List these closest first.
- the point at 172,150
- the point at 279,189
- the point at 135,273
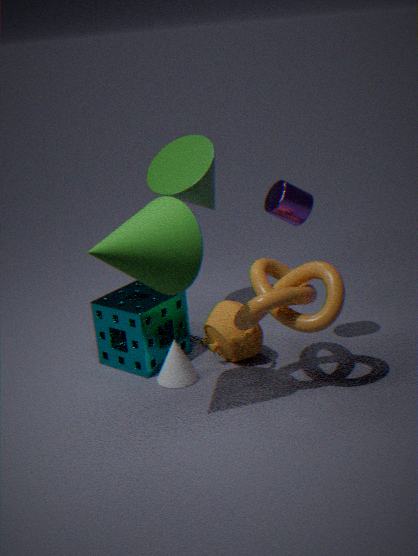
1. the point at 135,273
2. the point at 279,189
3. the point at 172,150
